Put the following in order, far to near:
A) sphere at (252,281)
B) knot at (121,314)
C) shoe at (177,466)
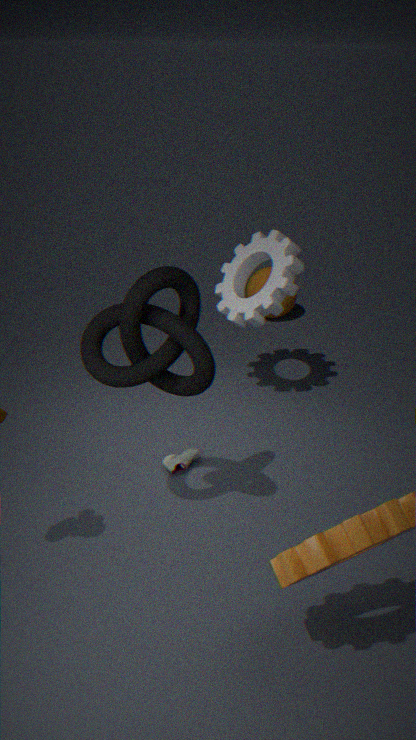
sphere at (252,281) < shoe at (177,466) < knot at (121,314)
